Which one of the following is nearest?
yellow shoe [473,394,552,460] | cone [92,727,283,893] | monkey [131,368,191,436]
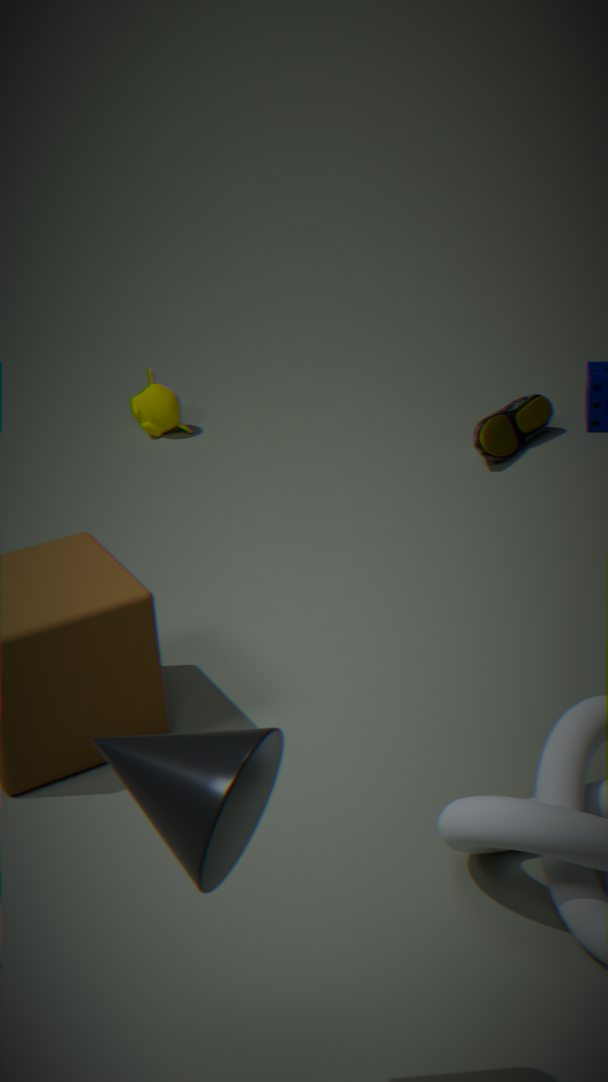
cone [92,727,283,893]
